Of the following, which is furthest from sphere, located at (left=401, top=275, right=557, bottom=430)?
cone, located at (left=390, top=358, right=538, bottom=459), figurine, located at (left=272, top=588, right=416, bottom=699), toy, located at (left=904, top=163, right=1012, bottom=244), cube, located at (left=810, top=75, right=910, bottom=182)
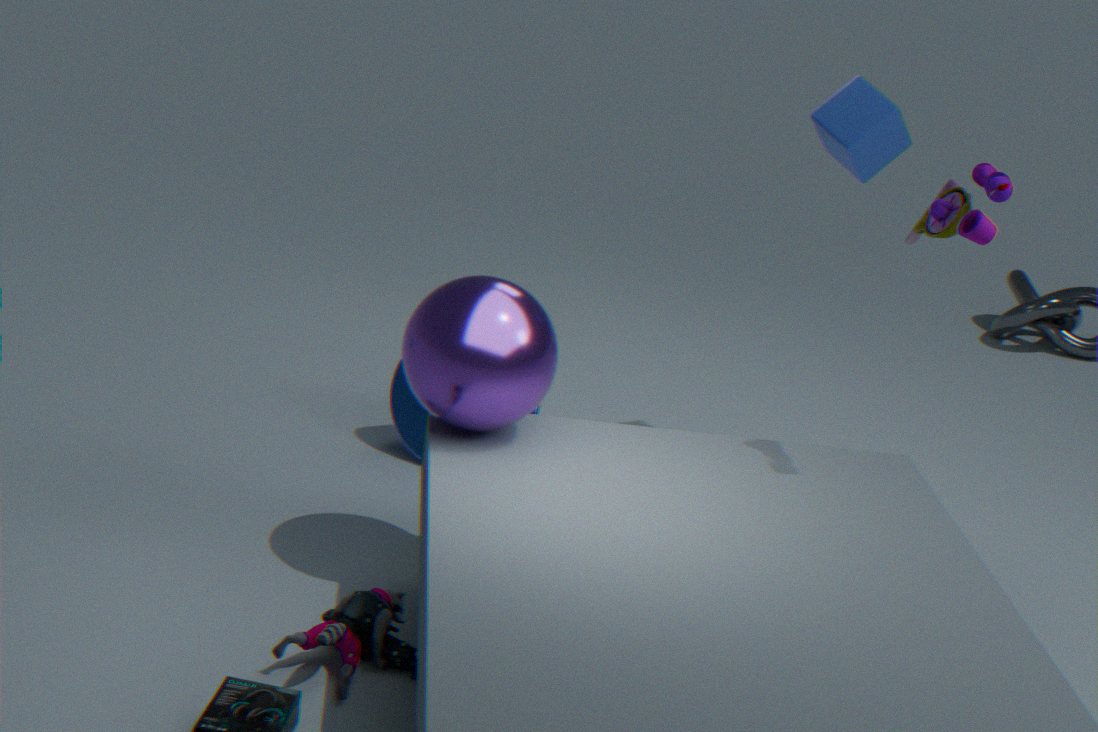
cube, located at (left=810, top=75, right=910, bottom=182)
